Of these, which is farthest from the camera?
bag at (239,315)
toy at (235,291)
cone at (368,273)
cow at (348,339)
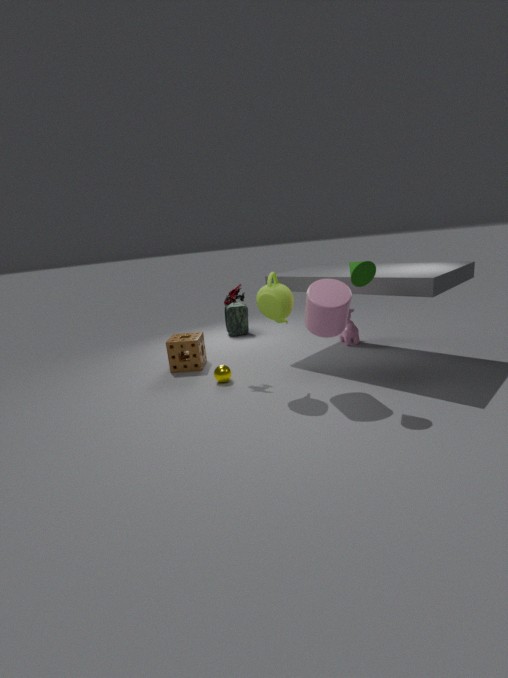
bag at (239,315)
